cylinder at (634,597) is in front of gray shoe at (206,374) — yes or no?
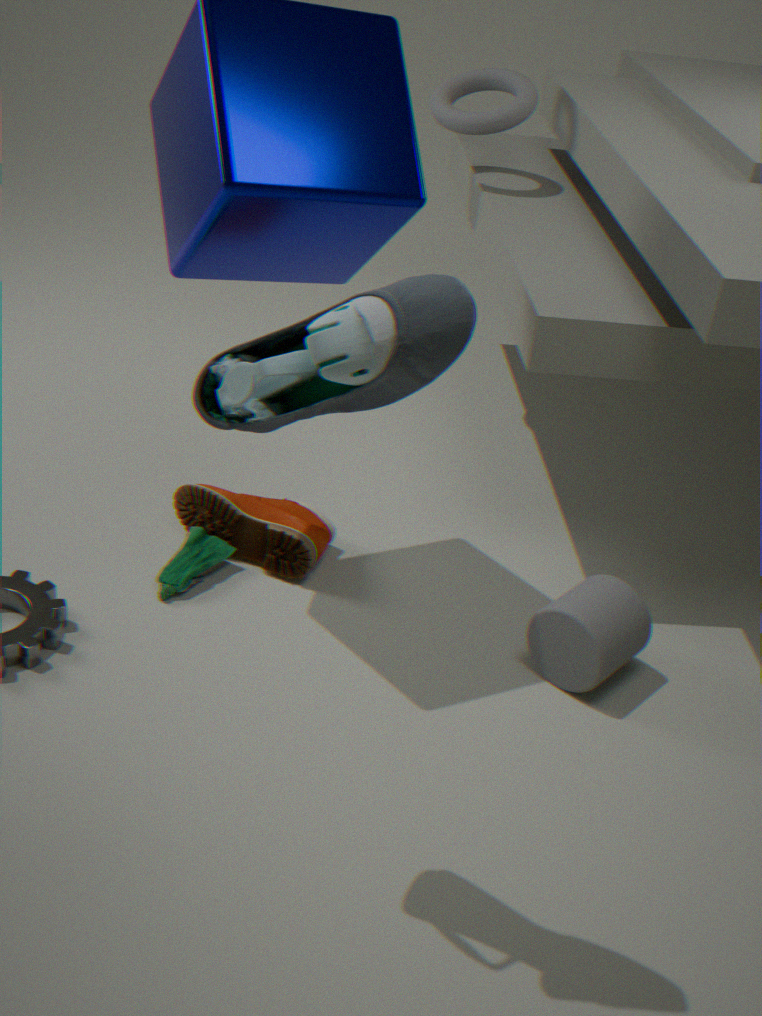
No
